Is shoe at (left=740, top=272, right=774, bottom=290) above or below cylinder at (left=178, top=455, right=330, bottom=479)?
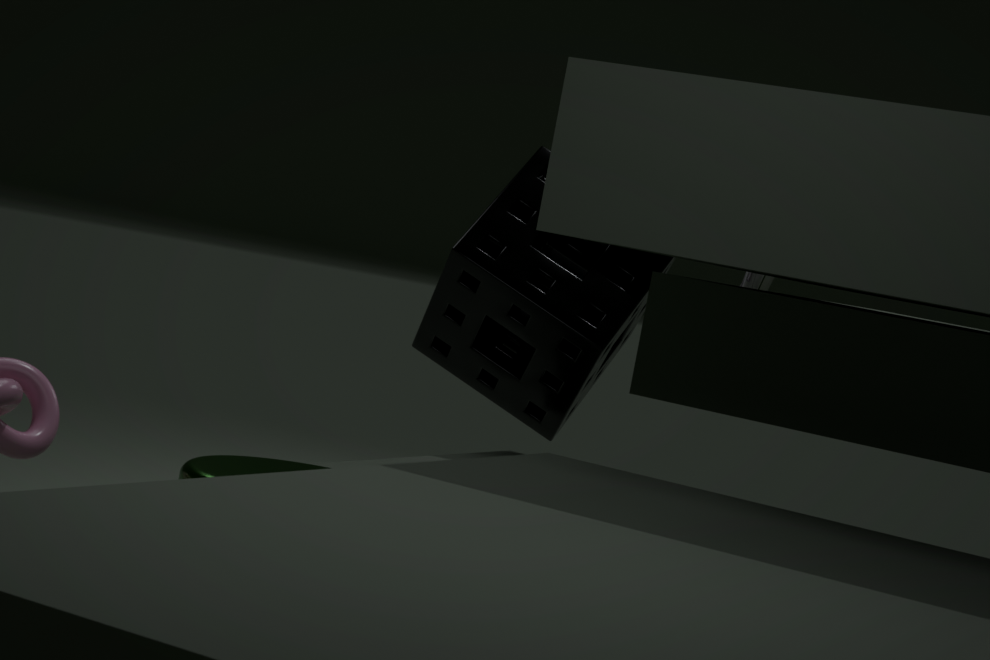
above
